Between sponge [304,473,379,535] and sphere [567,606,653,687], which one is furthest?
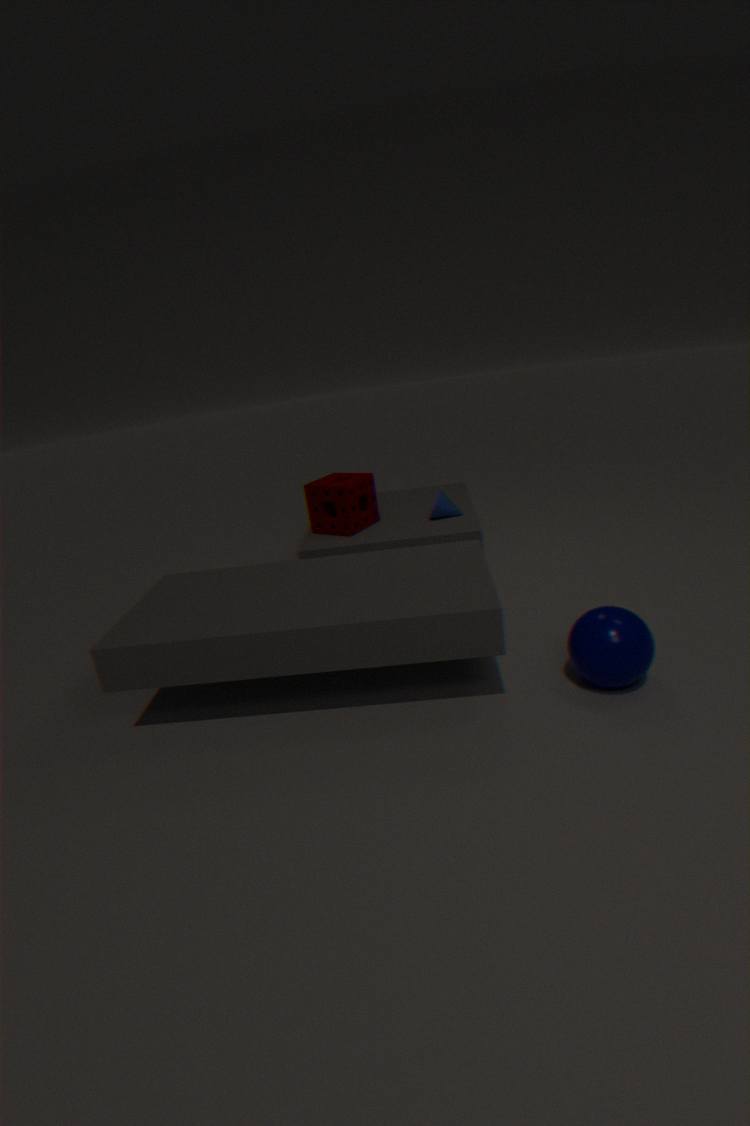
sponge [304,473,379,535]
